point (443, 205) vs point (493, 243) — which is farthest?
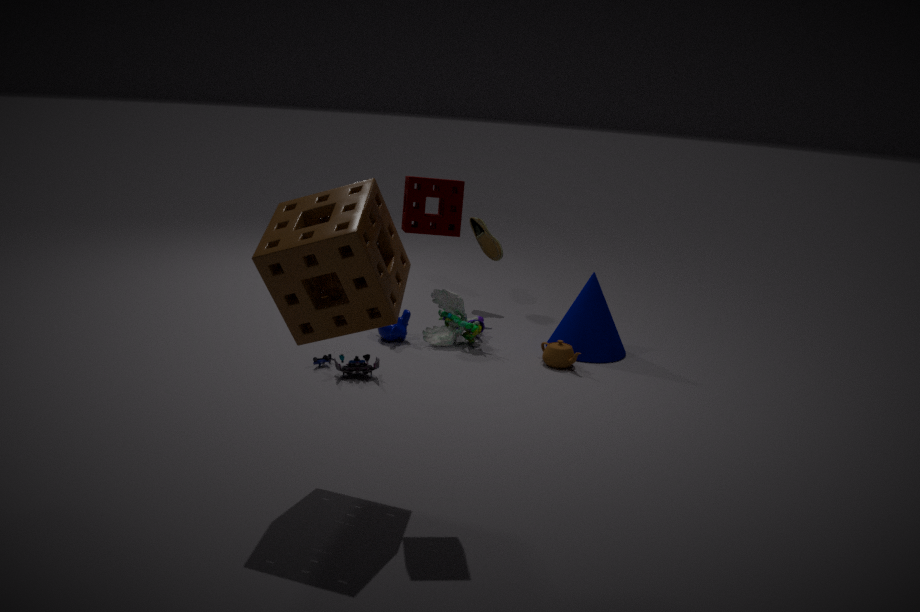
point (493, 243)
